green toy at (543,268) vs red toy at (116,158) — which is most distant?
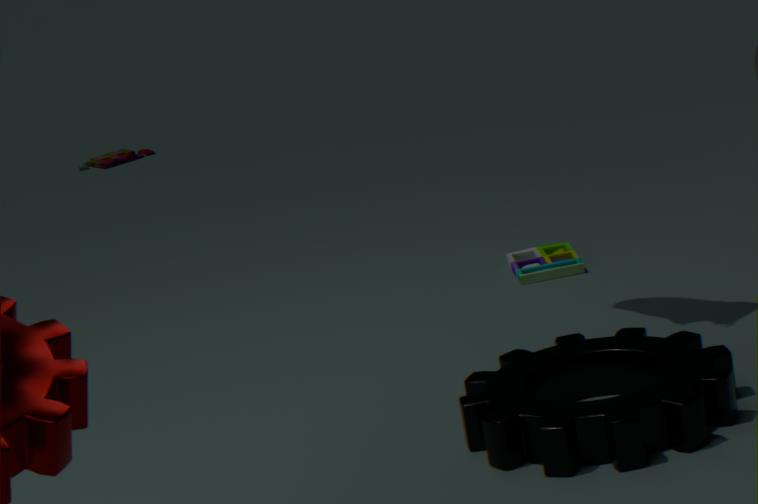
red toy at (116,158)
